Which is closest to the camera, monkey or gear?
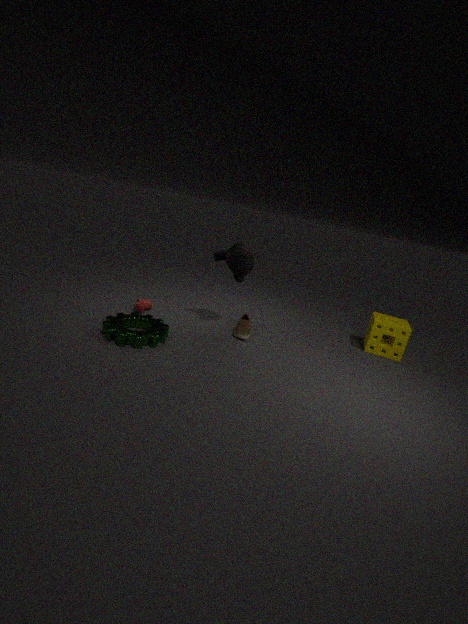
gear
